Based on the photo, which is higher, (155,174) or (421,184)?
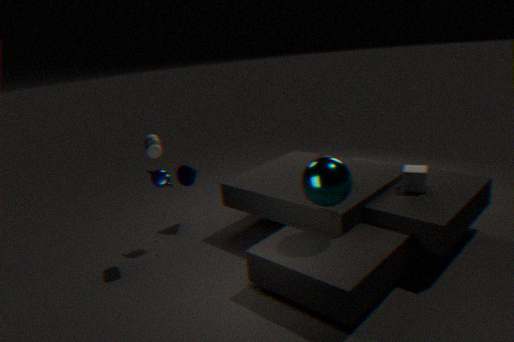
(155,174)
